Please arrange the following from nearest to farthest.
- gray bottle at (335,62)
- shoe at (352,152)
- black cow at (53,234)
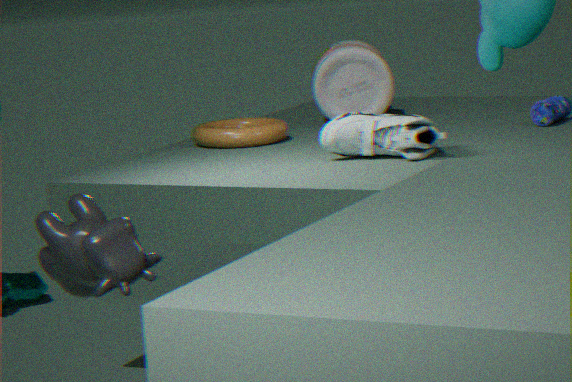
1. black cow at (53,234)
2. shoe at (352,152)
3. gray bottle at (335,62)
